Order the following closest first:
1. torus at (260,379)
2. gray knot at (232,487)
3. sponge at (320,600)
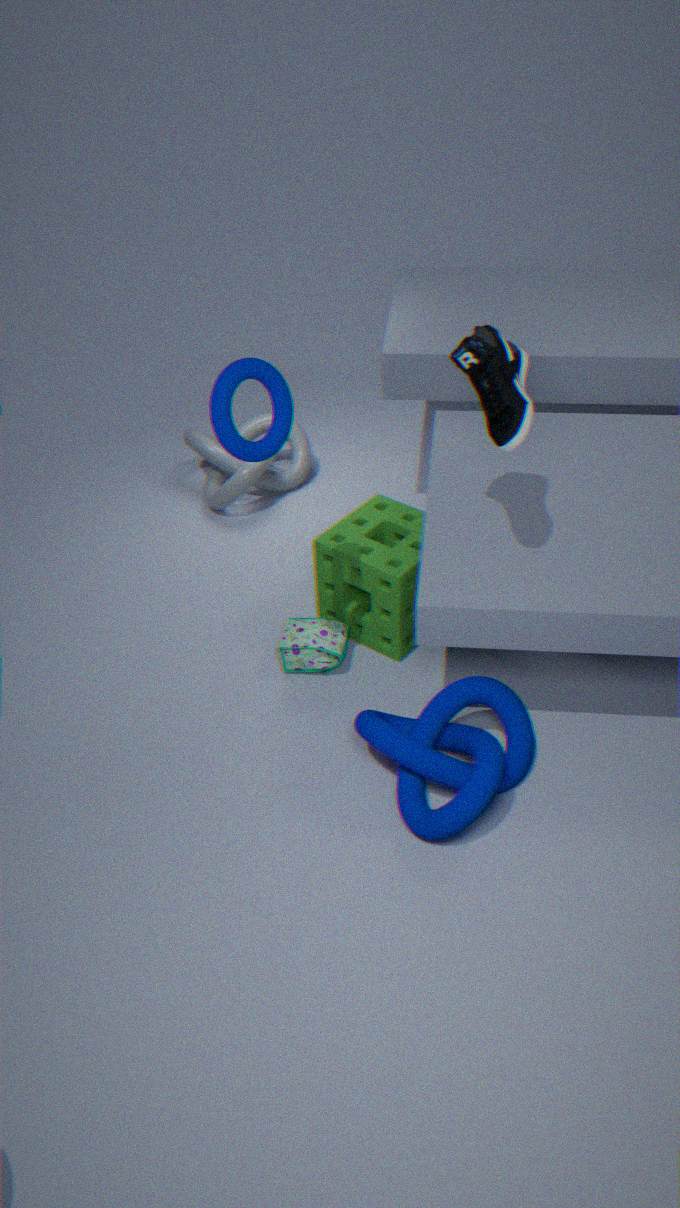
1. torus at (260,379)
2. sponge at (320,600)
3. gray knot at (232,487)
